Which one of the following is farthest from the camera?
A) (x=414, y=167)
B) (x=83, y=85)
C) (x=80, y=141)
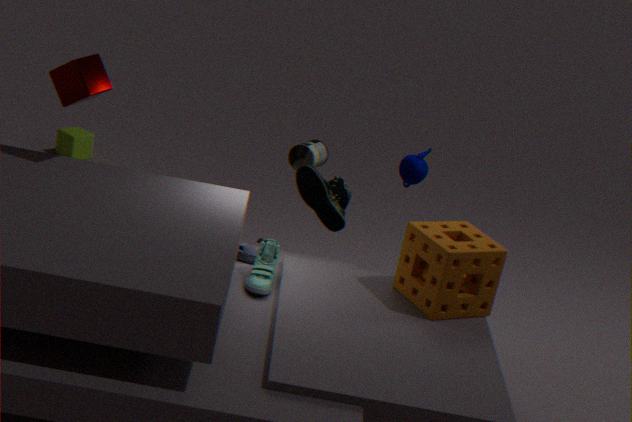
(x=80, y=141)
